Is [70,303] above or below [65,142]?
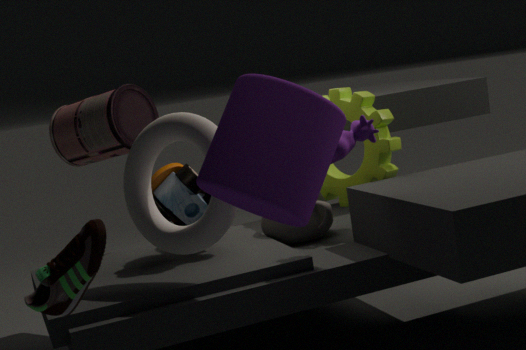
below
